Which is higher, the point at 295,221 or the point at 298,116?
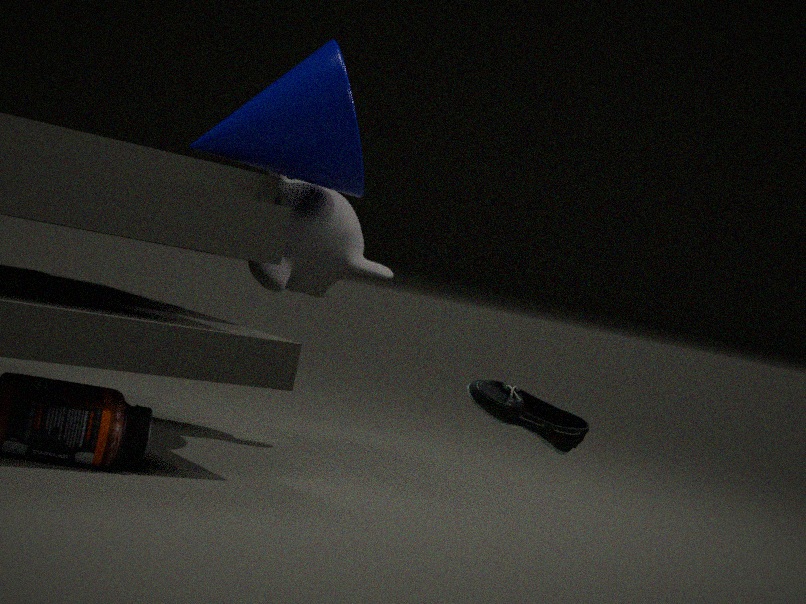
the point at 298,116
